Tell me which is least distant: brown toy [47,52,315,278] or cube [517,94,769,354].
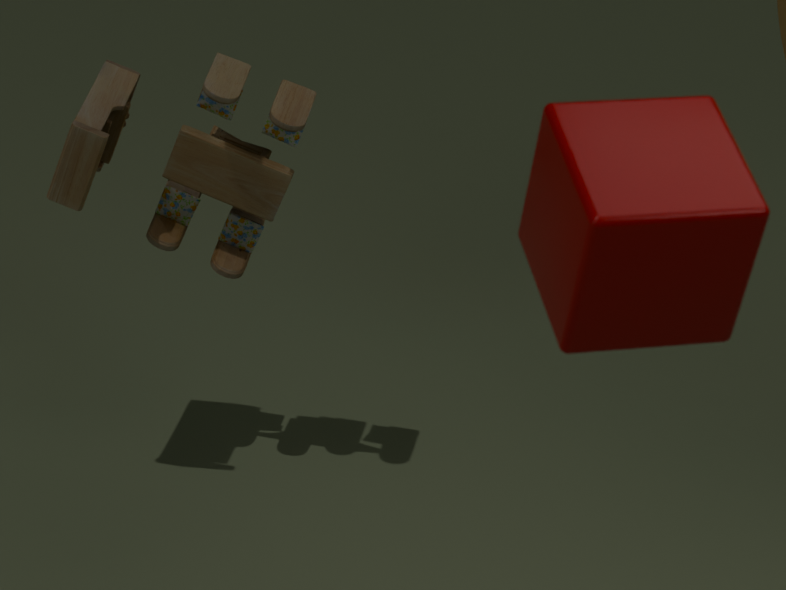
cube [517,94,769,354]
